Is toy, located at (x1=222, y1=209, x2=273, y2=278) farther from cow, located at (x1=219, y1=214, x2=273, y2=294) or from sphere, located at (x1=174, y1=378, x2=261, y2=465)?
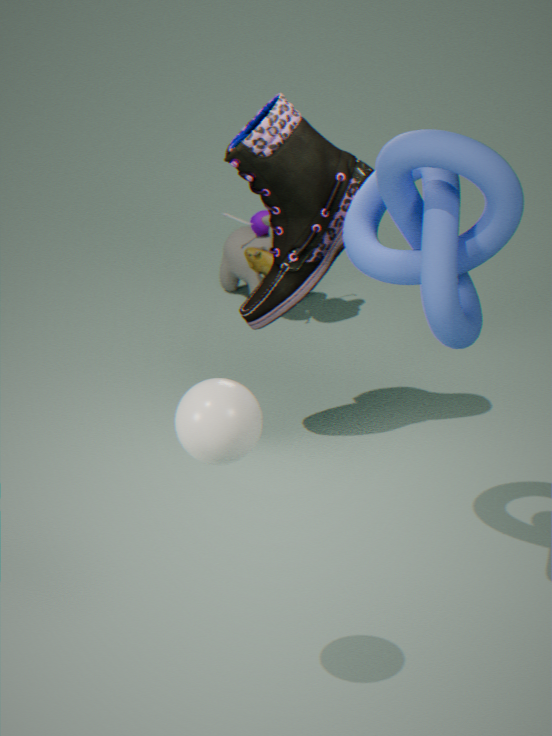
sphere, located at (x1=174, y1=378, x2=261, y2=465)
